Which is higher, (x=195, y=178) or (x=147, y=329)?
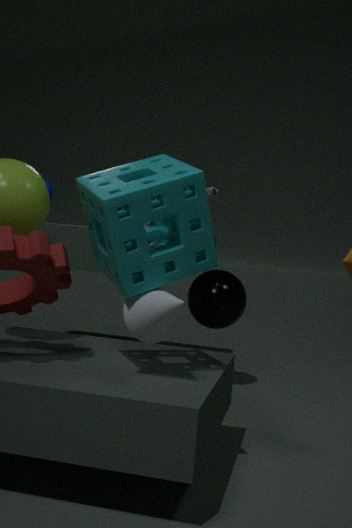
(x=195, y=178)
